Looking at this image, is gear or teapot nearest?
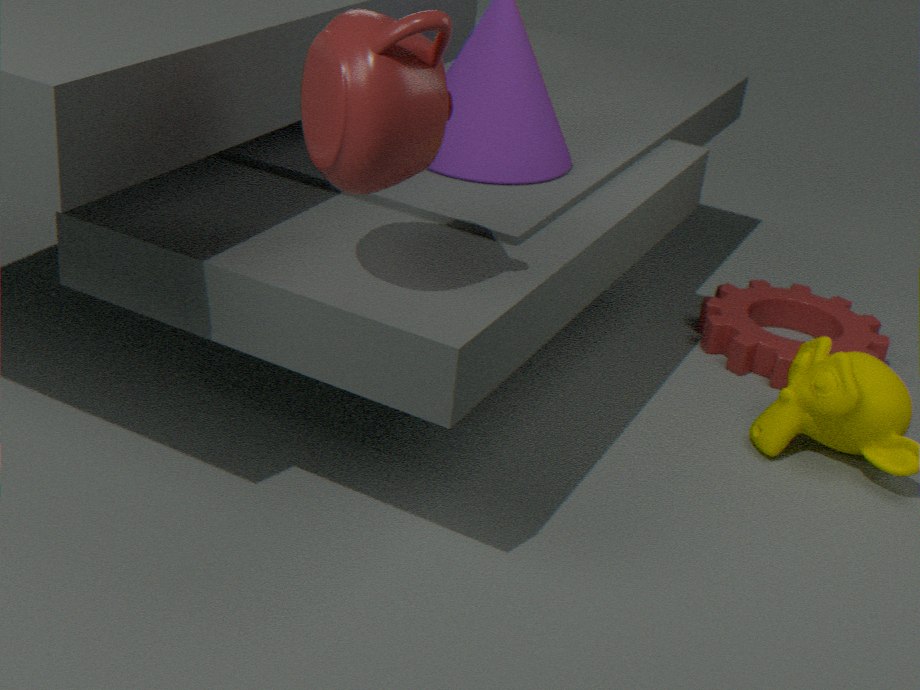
teapot
